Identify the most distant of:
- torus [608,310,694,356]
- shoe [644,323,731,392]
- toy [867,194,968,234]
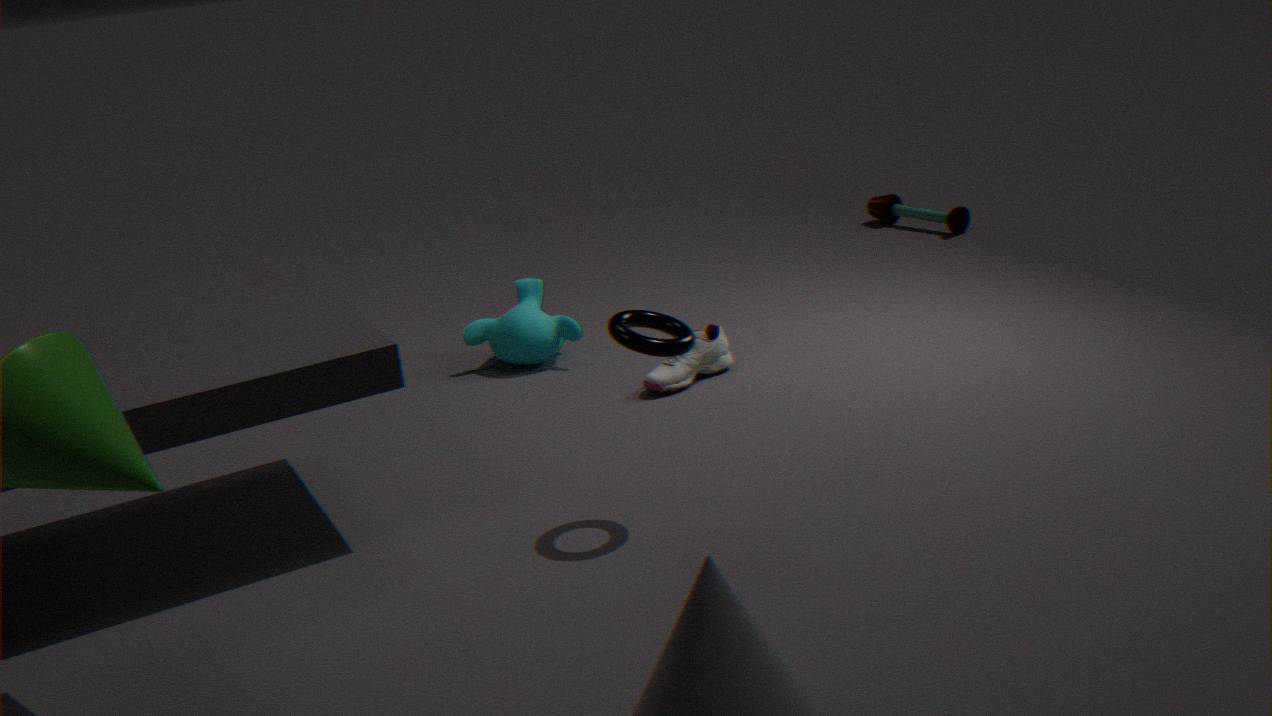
toy [867,194,968,234]
